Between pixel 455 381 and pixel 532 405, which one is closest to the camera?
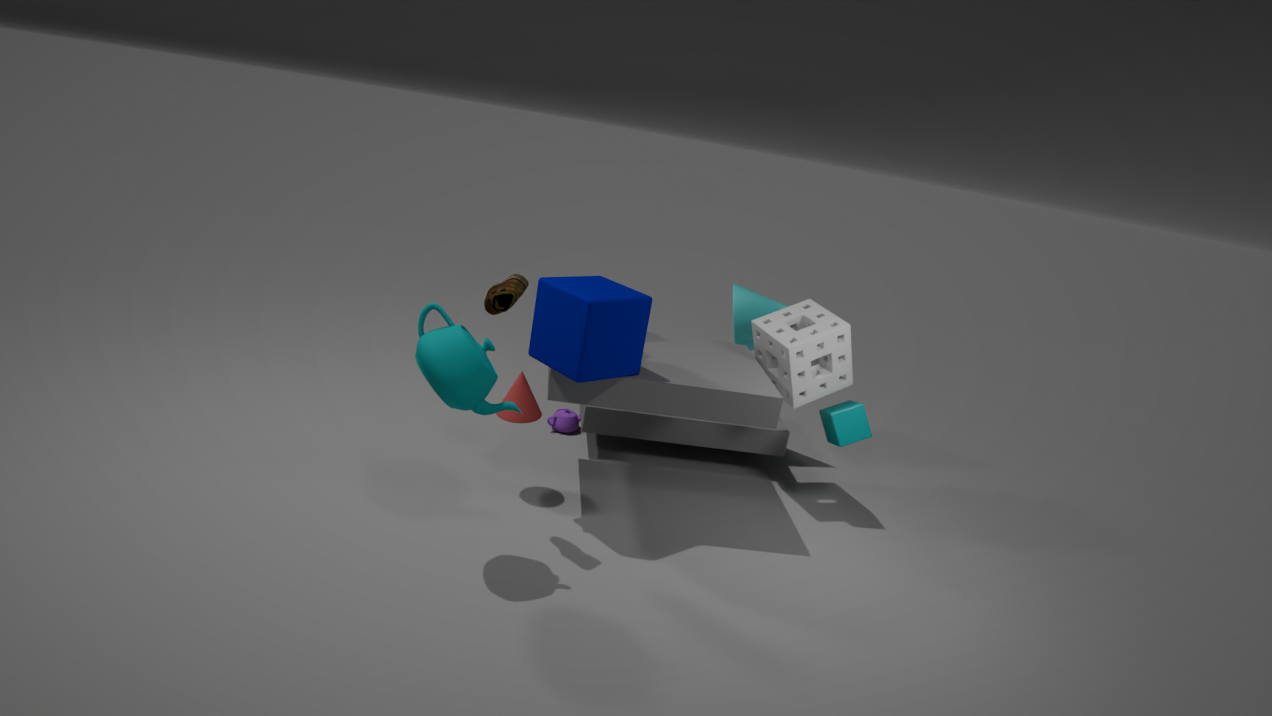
pixel 455 381
